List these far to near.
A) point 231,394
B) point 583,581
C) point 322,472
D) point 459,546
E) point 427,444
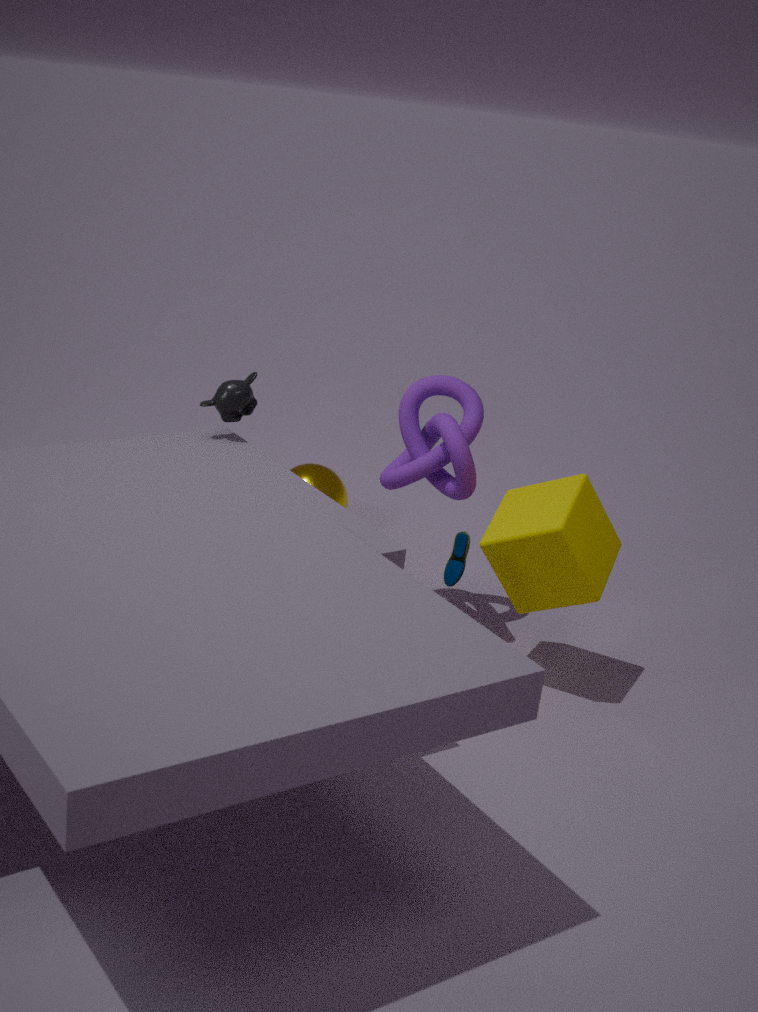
point 322,472 < point 427,444 < point 231,394 < point 583,581 < point 459,546
